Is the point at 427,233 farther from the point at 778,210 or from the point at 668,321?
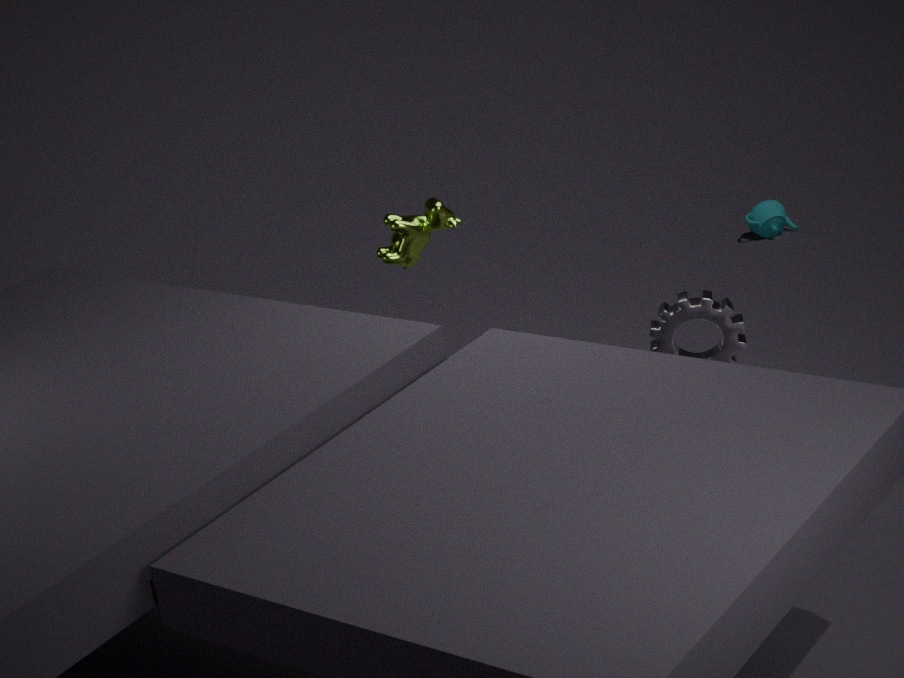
the point at 778,210
